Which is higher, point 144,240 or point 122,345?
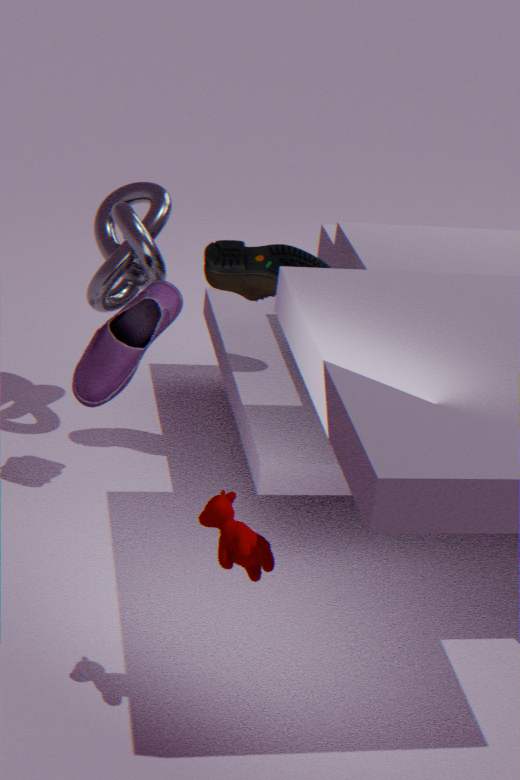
point 144,240
